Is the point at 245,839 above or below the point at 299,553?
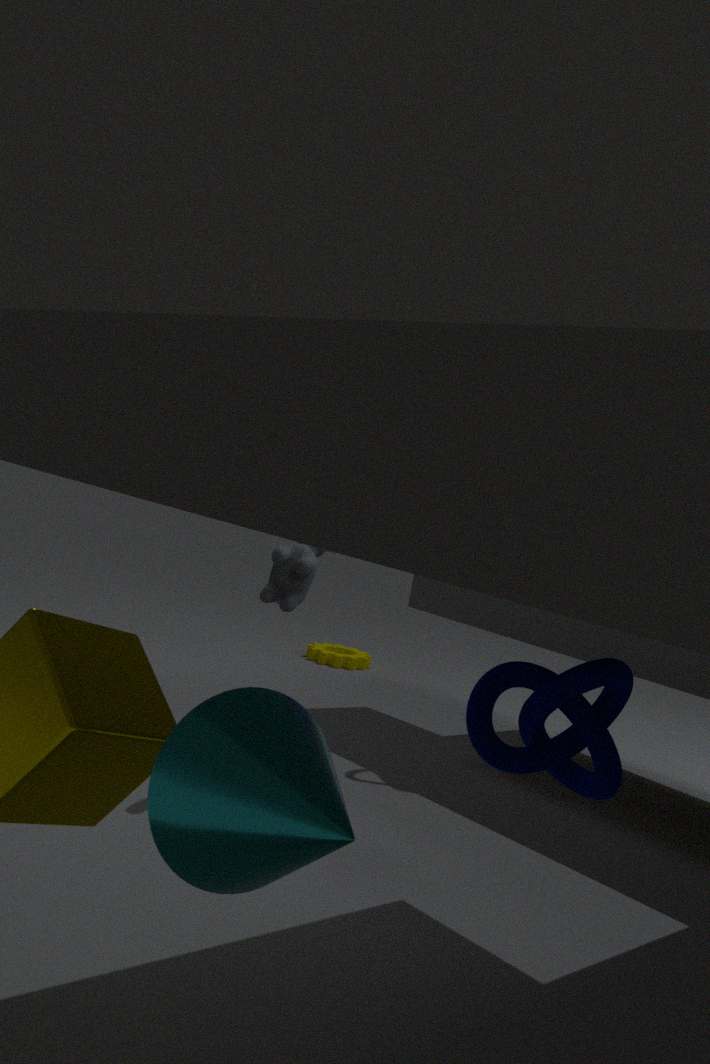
below
